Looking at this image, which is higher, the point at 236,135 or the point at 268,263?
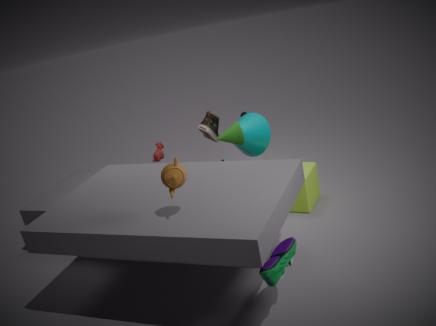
the point at 236,135
